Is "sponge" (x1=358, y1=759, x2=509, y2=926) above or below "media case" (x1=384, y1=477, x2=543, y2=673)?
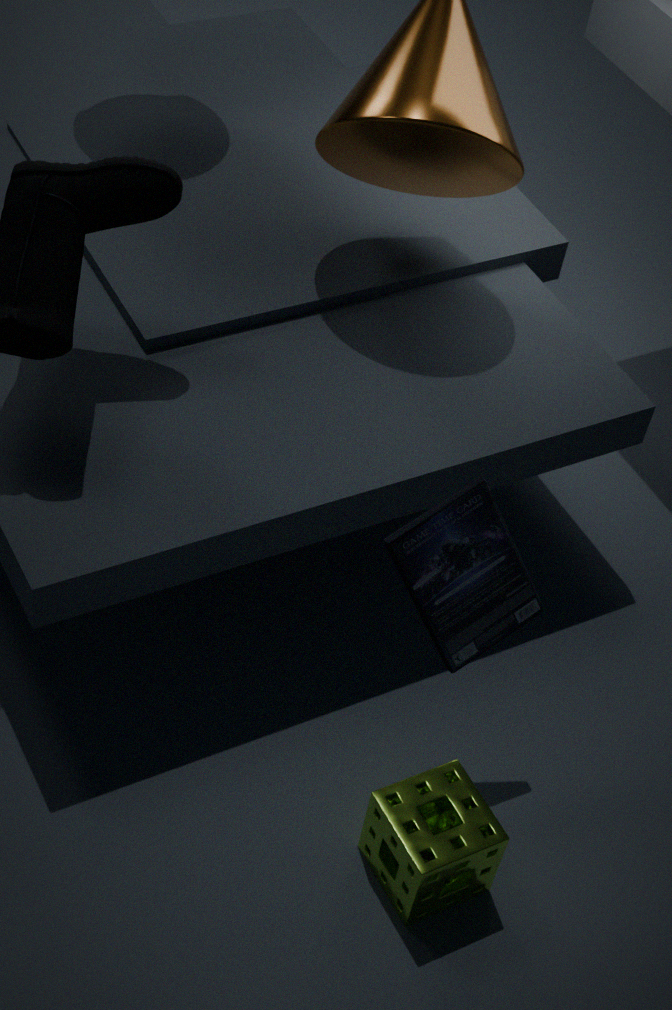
below
